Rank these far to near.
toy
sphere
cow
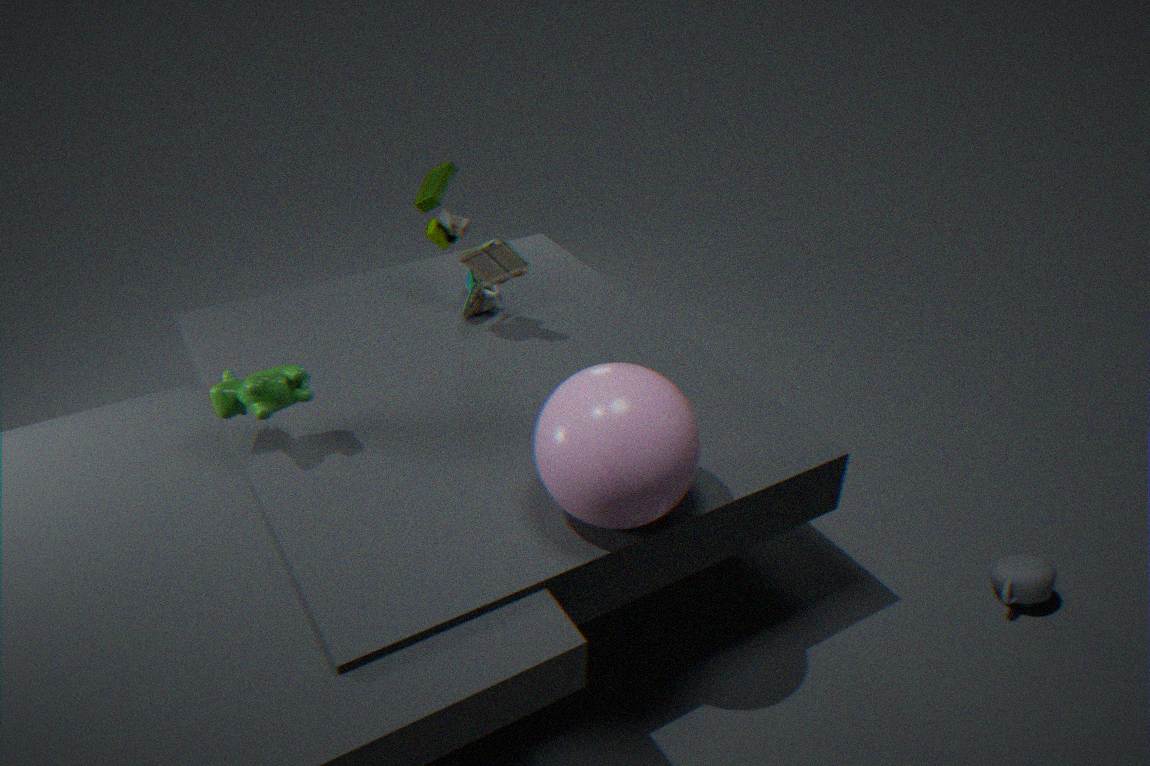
toy → cow → sphere
